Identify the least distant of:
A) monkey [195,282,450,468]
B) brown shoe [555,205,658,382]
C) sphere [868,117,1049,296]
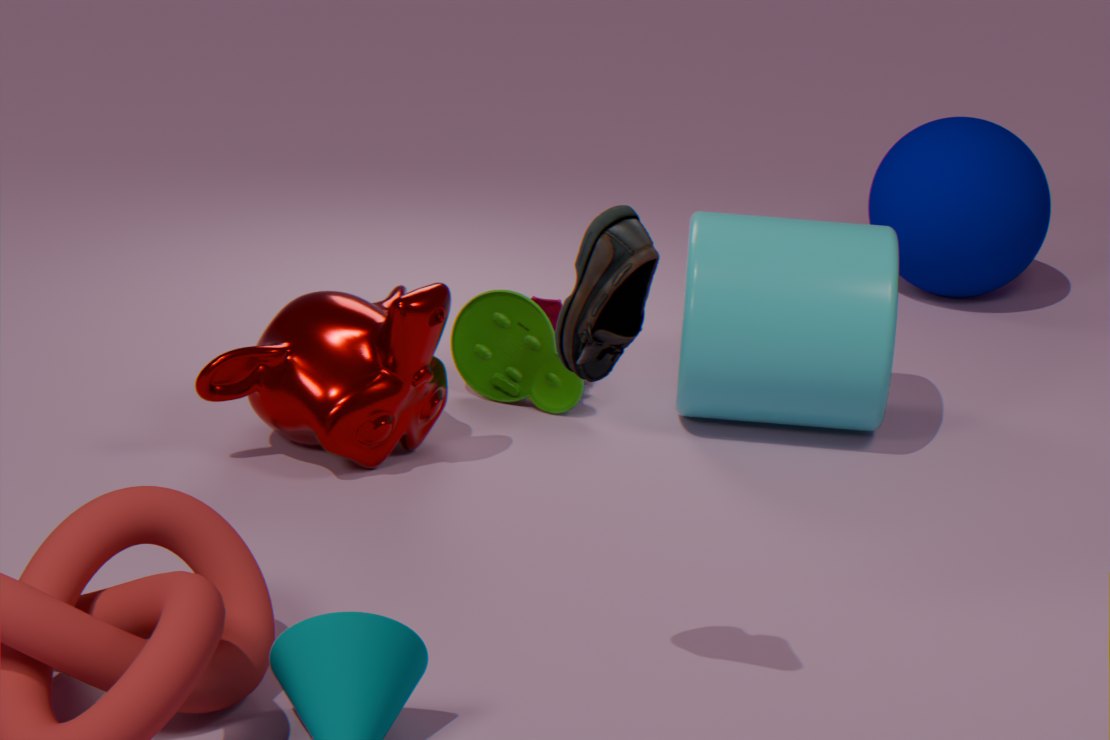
brown shoe [555,205,658,382]
